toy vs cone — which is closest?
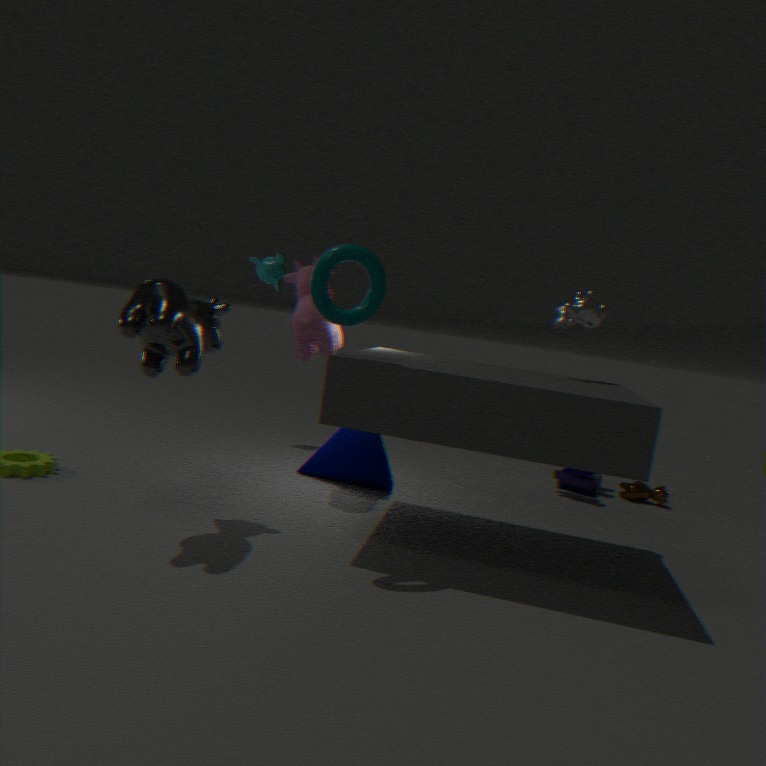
cone
